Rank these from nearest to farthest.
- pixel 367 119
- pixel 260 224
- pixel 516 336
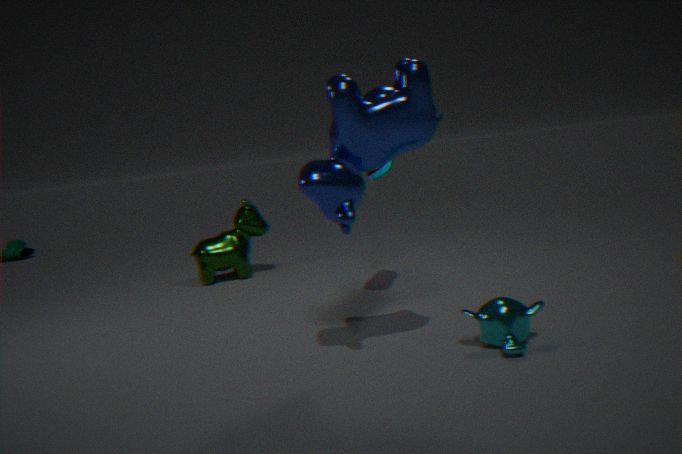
pixel 367 119 < pixel 516 336 < pixel 260 224
